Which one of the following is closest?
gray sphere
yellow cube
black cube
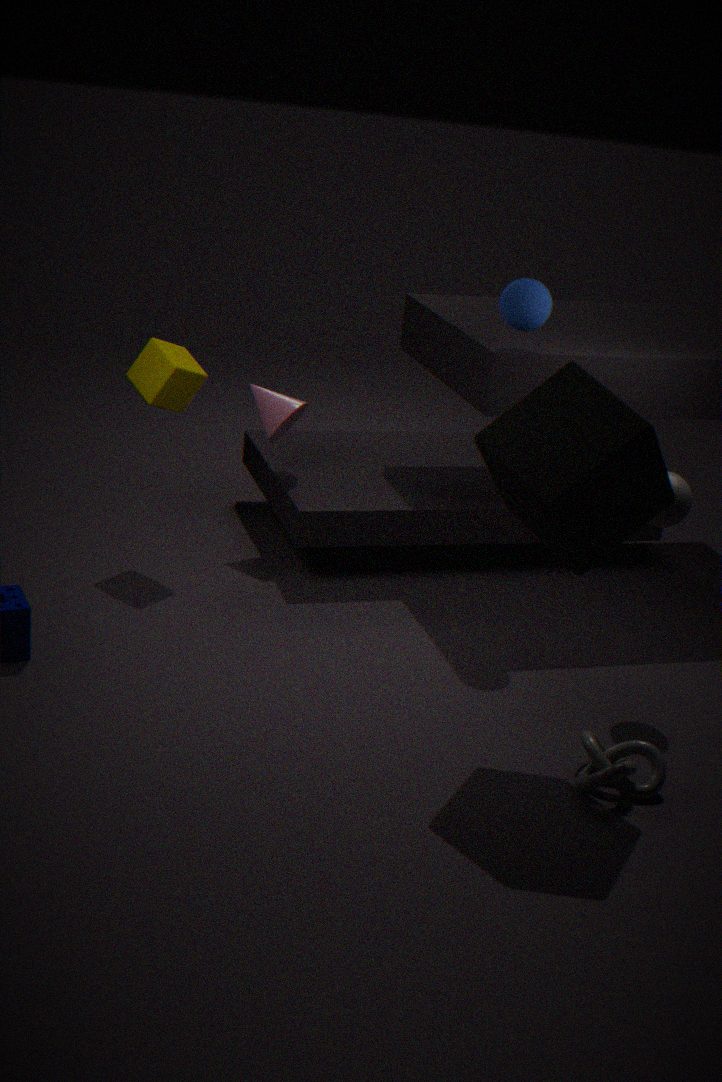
black cube
